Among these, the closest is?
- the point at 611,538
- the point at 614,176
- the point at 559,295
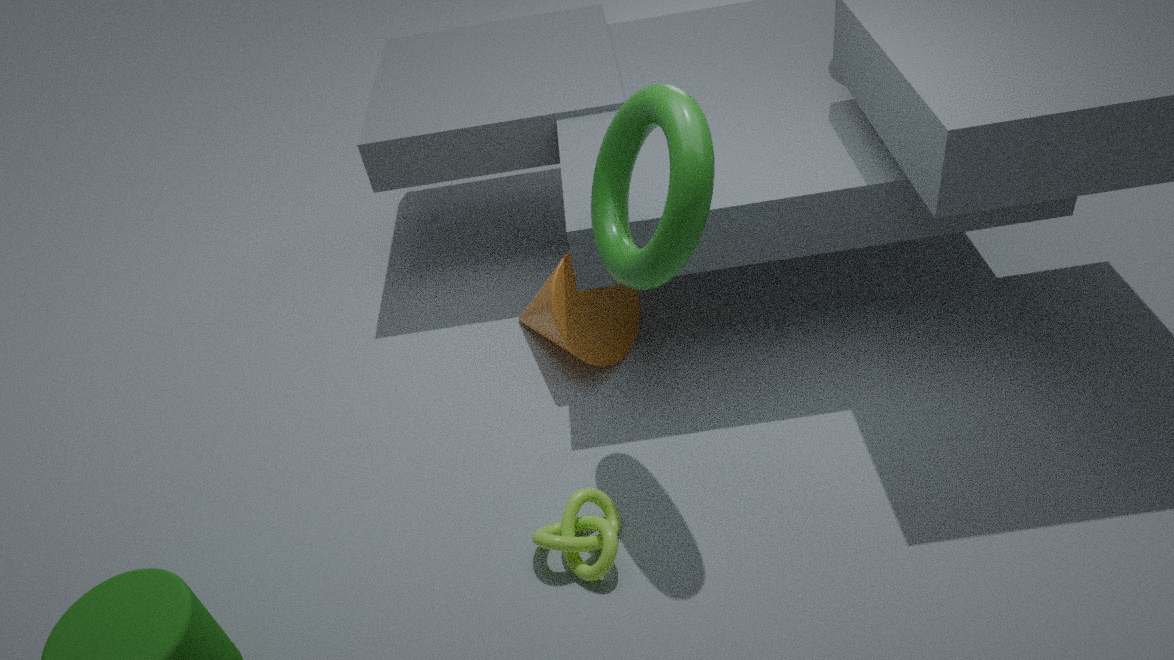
the point at 611,538
